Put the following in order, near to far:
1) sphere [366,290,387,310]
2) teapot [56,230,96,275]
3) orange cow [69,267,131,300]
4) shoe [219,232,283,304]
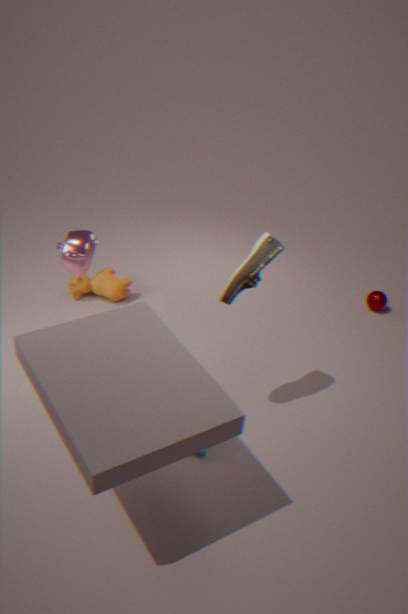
4. shoe [219,232,283,304] < 2. teapot [56,230,96,275] < 3. orange cow [69,267,131,300] < 1. sphere [366,290,387,310]
